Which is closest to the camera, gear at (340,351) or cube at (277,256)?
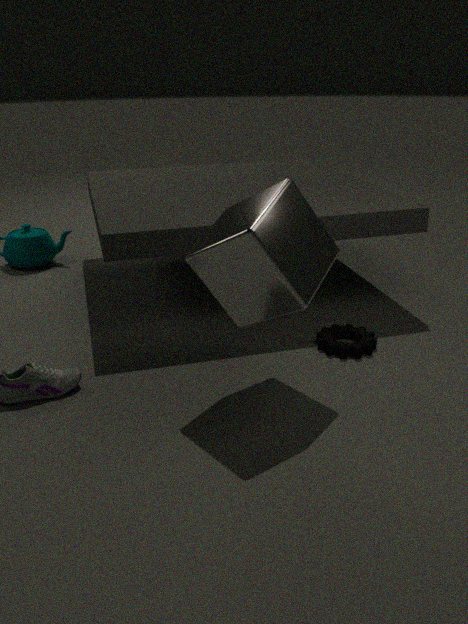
cube at (277,256)
